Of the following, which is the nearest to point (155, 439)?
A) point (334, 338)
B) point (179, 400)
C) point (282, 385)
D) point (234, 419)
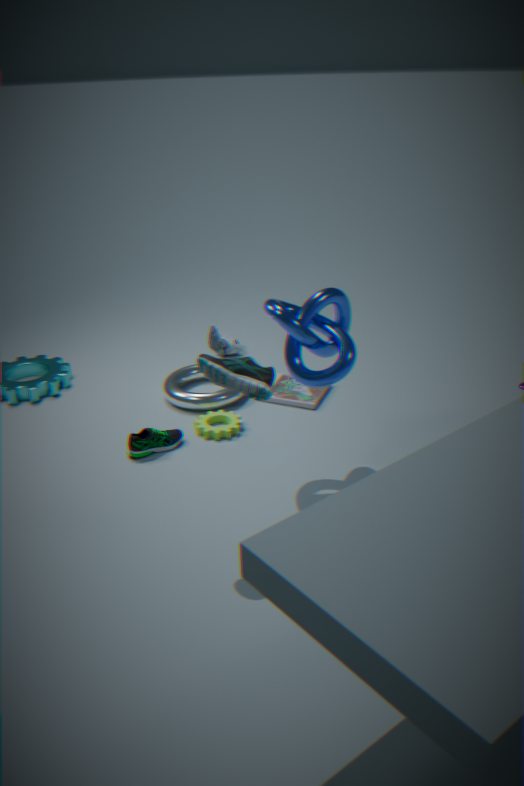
point (234, 419)
